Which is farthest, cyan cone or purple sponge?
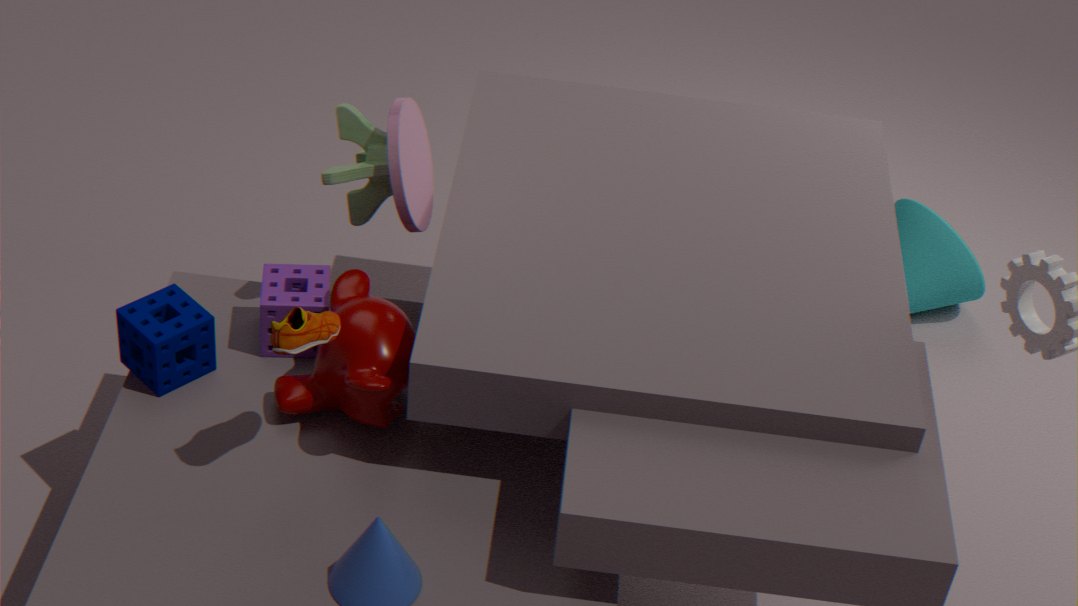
cyan cone
